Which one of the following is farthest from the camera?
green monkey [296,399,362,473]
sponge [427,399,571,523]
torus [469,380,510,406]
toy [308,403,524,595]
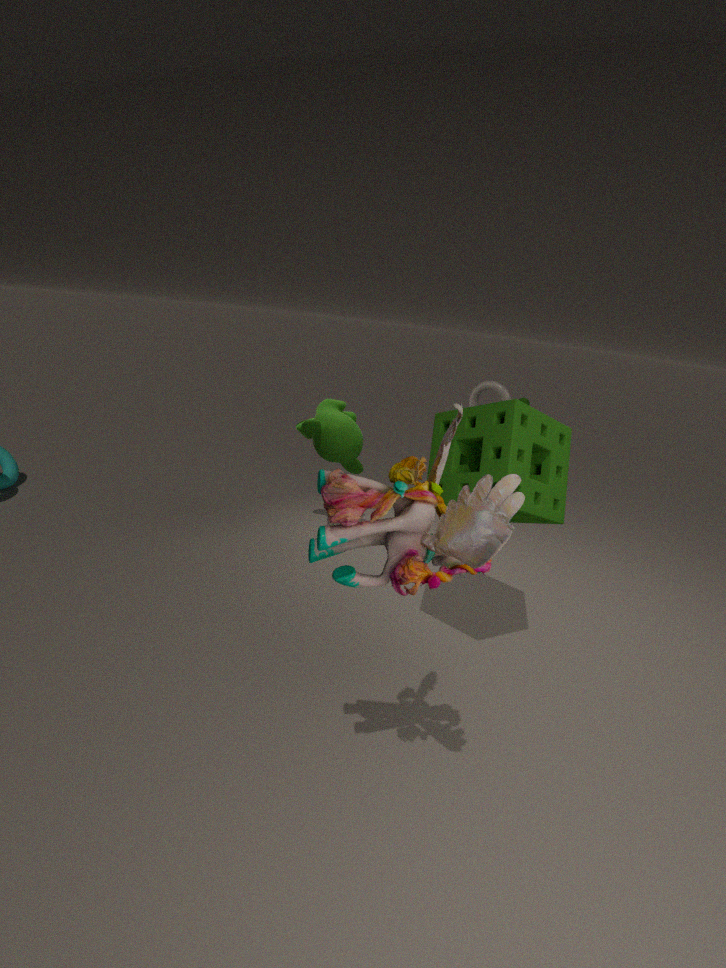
torus [469,380,510,406]
